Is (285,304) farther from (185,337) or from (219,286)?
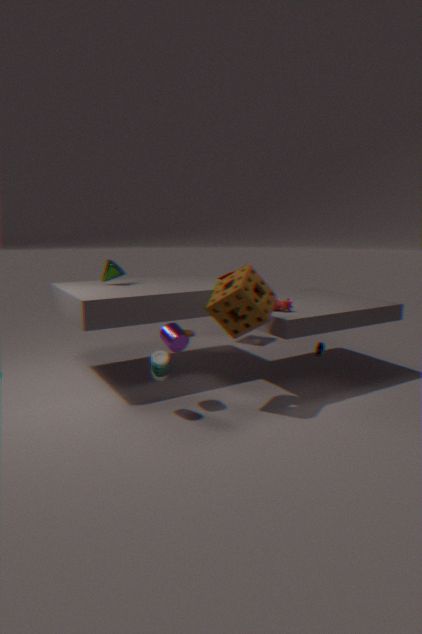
(185,337)
